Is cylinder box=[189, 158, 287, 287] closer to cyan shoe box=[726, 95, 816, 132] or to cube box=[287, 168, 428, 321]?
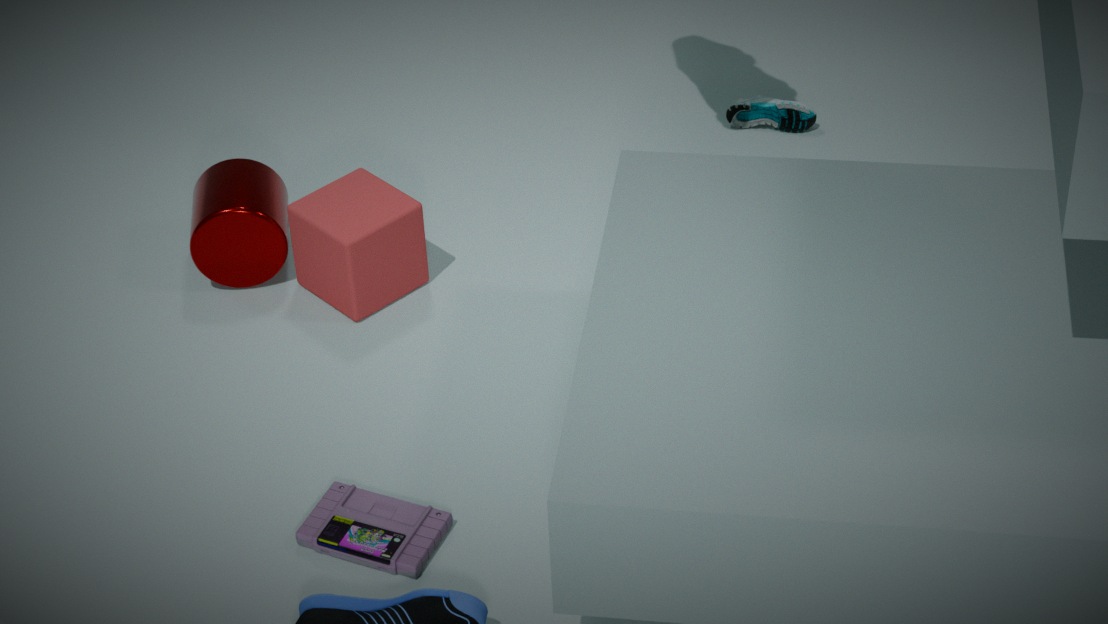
Result: cube box=[287, 168, 428, 321]
